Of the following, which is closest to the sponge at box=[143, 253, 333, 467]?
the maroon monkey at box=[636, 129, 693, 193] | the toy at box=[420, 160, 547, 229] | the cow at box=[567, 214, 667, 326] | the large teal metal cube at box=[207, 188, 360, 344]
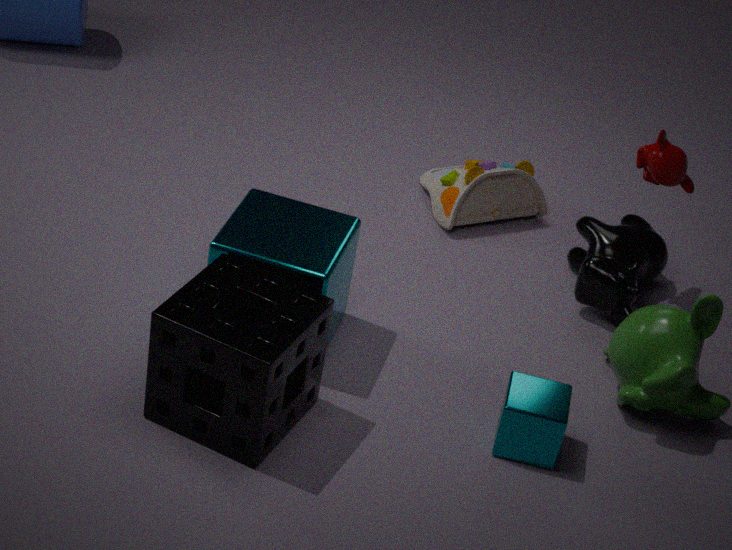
the large teal metal cube at box=[207, 188, 360, 344]
